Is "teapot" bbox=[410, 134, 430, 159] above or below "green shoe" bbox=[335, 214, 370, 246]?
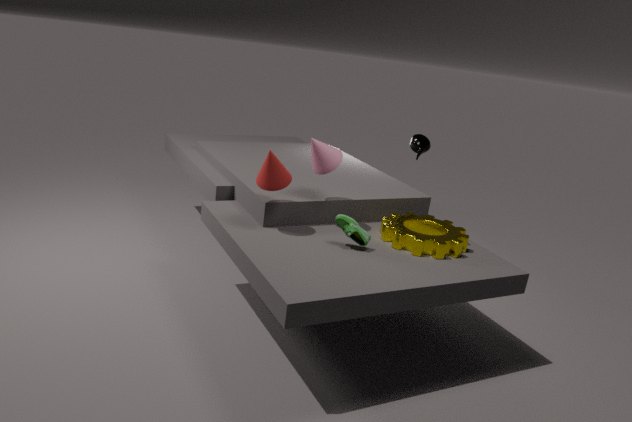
above
